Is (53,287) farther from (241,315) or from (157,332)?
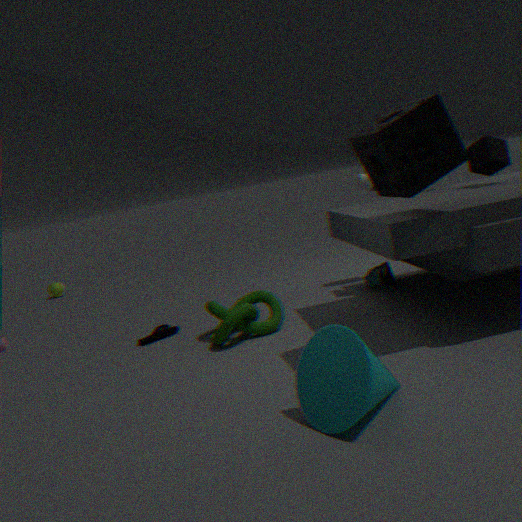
(241,315)
